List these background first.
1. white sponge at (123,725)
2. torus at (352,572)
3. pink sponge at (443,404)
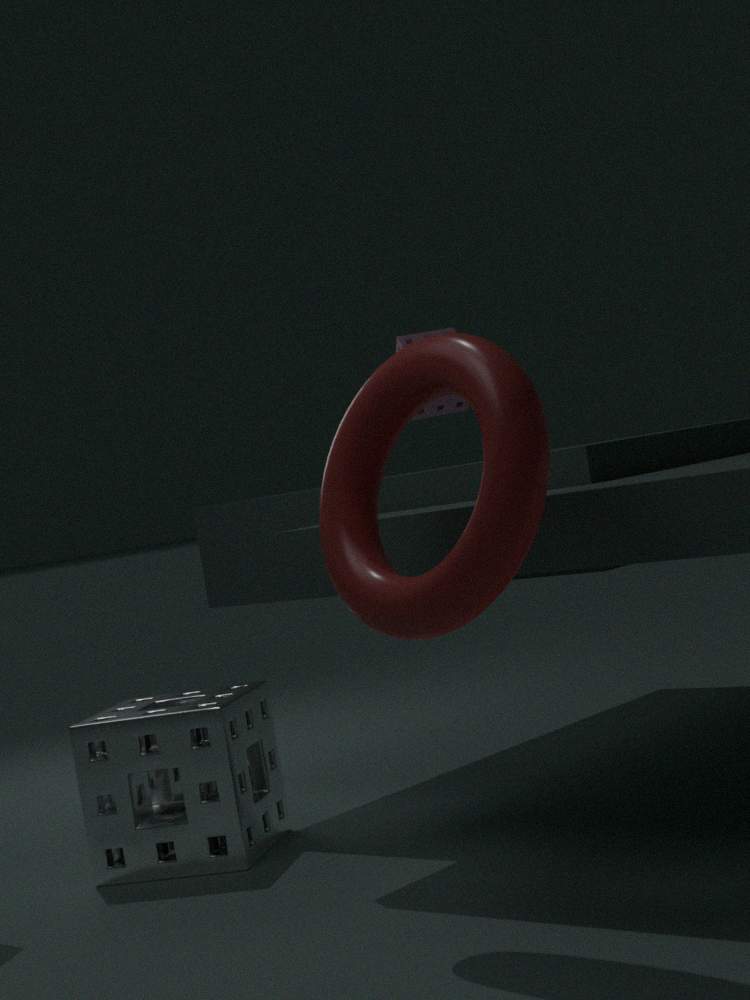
pink sponge at (443,404) → white sponge at (123,725) → torus at (352,572)
